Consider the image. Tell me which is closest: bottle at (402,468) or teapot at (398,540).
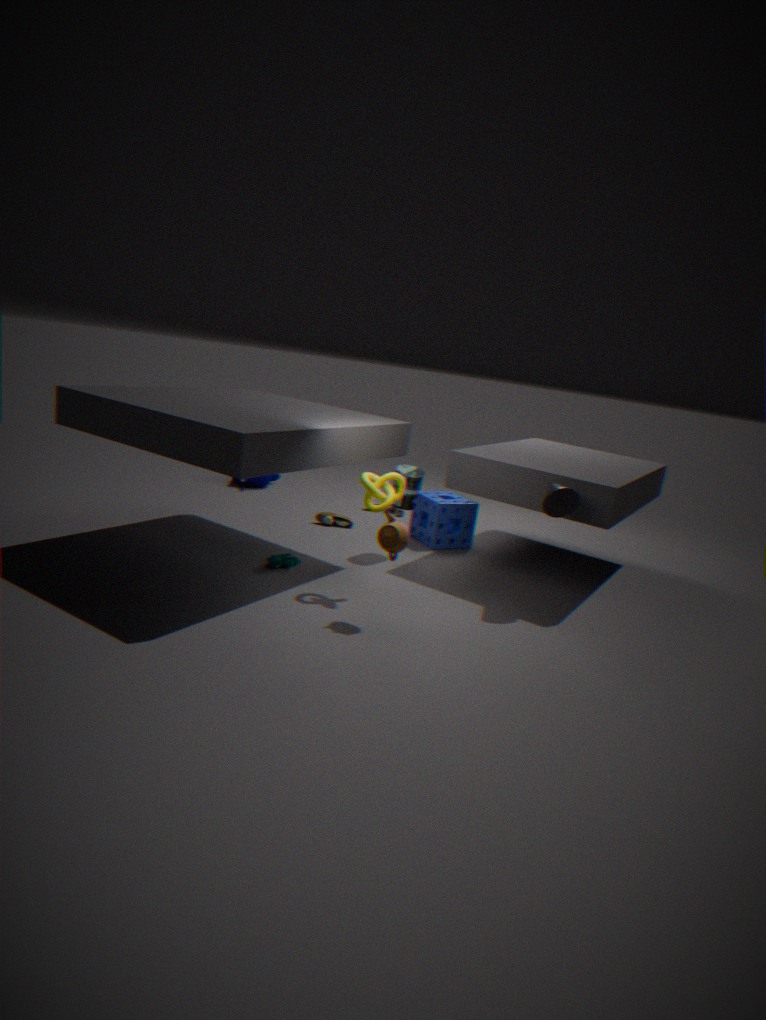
teapot at (398,540)
